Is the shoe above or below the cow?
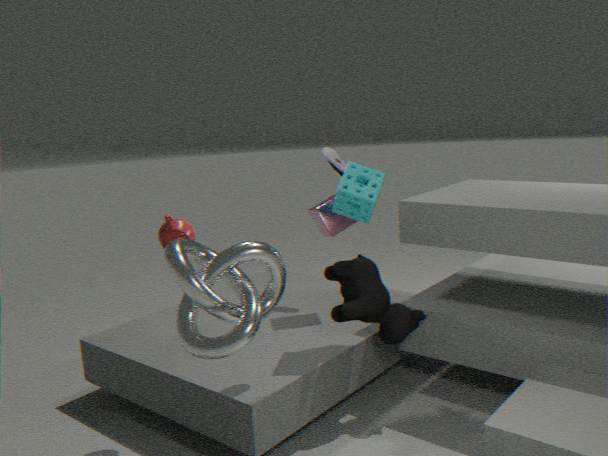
above
